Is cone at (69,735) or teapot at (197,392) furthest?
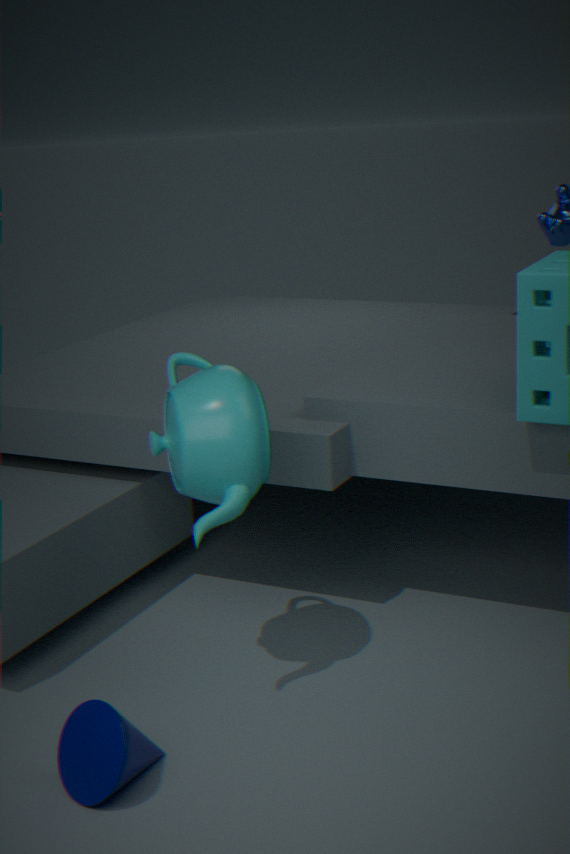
teapot at (197,392)
